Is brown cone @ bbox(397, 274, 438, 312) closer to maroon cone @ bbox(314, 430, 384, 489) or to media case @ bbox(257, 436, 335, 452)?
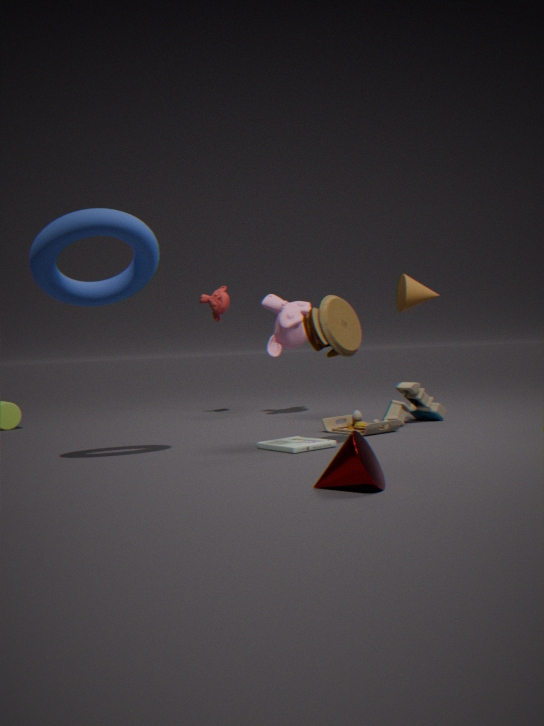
media case @ bbox(257, 436, 335, 452)
